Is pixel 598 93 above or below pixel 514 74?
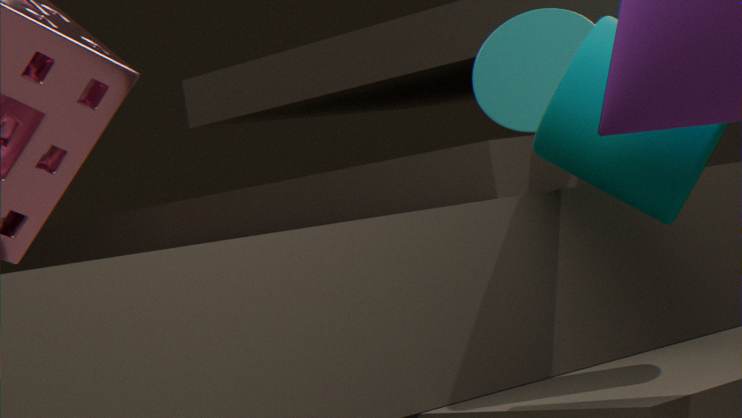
below
